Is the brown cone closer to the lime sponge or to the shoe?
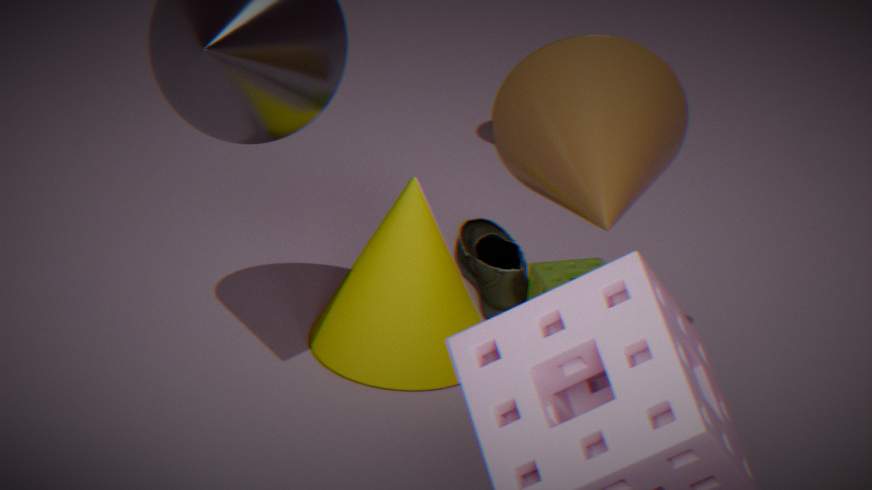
the lime sponge
